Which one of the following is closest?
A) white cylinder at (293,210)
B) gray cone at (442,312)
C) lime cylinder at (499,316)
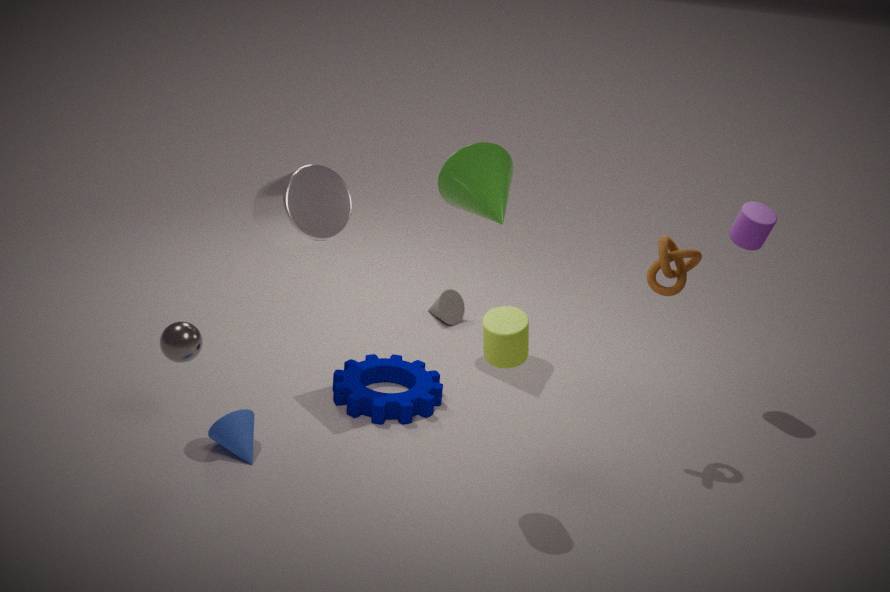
lime cylinder at (499,316)
